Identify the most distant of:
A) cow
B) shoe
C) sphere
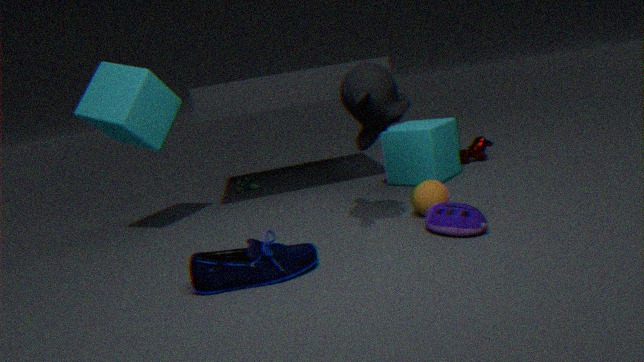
cow
